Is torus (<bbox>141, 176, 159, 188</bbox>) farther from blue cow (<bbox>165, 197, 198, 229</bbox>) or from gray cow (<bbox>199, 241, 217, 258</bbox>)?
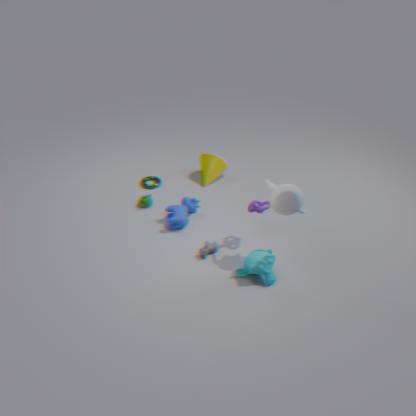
gray cow (<bbox>199, 241, 217, 258</bbox>)
